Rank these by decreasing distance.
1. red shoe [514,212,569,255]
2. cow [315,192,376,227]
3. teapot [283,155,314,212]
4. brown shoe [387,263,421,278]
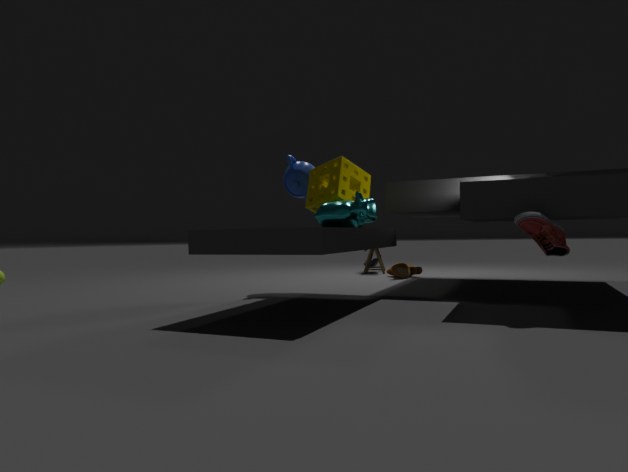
brown shoe [387,263,421,278] → teapot [283,155,314,212] → cow [315,192,376,227] → red shoe [514,212,569,255]
